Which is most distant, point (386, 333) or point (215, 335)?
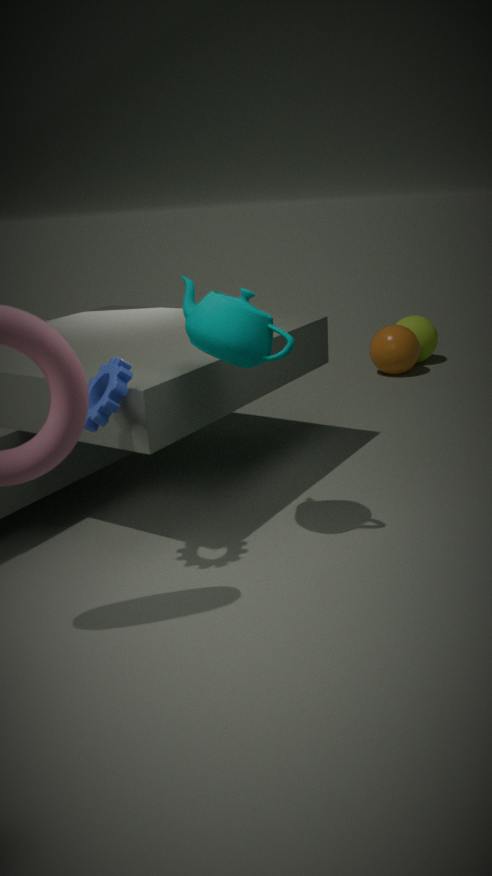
point (386, 333)
